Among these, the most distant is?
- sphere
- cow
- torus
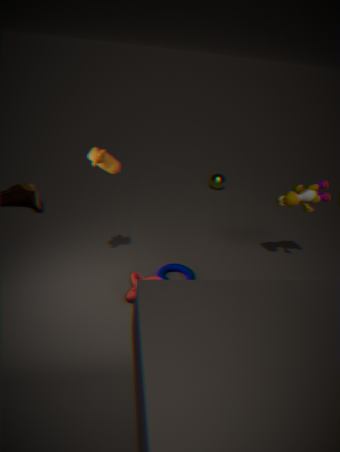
sphere
